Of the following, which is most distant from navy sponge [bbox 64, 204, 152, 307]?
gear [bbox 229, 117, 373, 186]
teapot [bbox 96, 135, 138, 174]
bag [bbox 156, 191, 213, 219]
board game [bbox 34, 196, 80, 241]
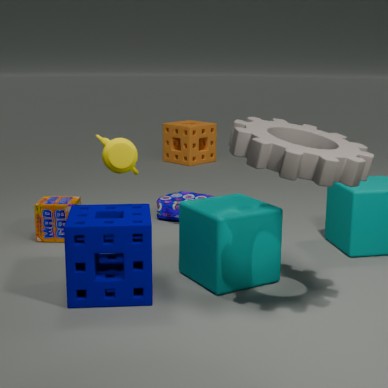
bag [bbox 156, 191, 213, 219]
